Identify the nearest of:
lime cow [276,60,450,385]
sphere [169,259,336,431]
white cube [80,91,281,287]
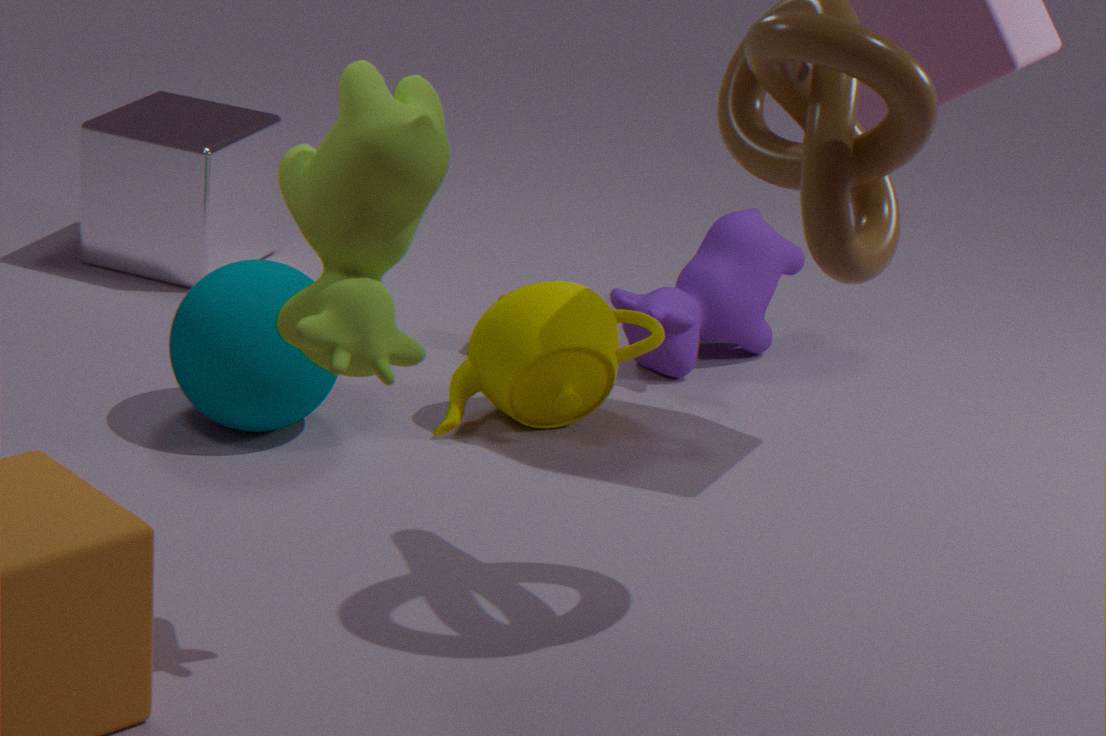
lime cow [276,60,450,385]
